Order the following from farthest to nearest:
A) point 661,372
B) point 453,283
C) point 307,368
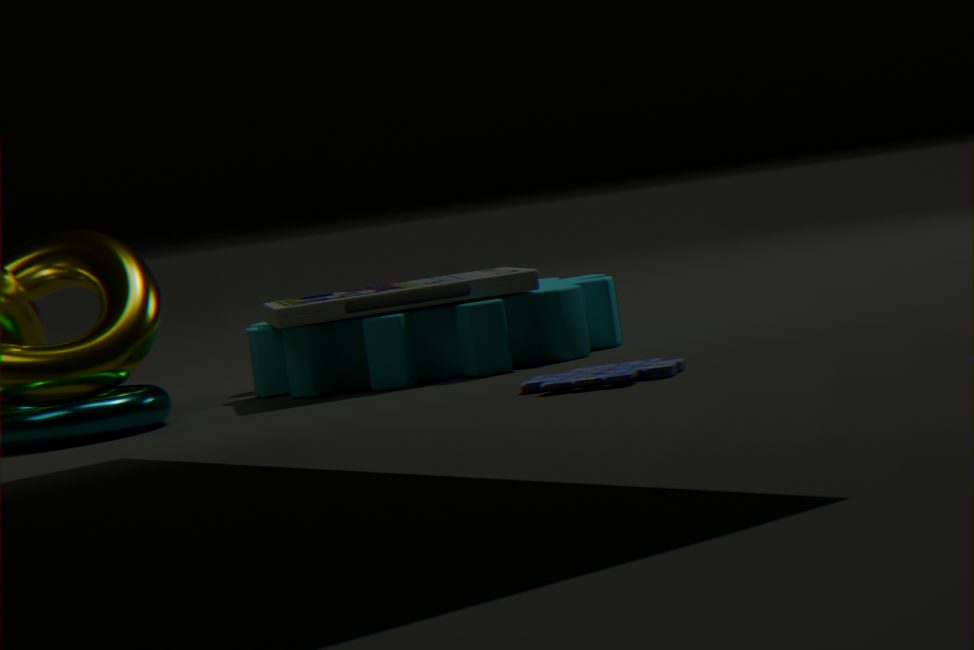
point 307,368 → point 453,283 → point 661,372
